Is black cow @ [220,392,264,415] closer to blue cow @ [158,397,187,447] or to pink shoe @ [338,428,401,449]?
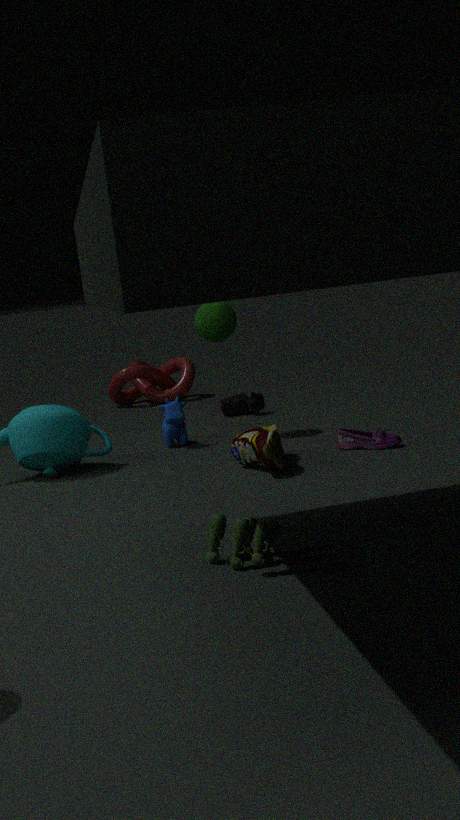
blue cow @ [158,397,187,447]
